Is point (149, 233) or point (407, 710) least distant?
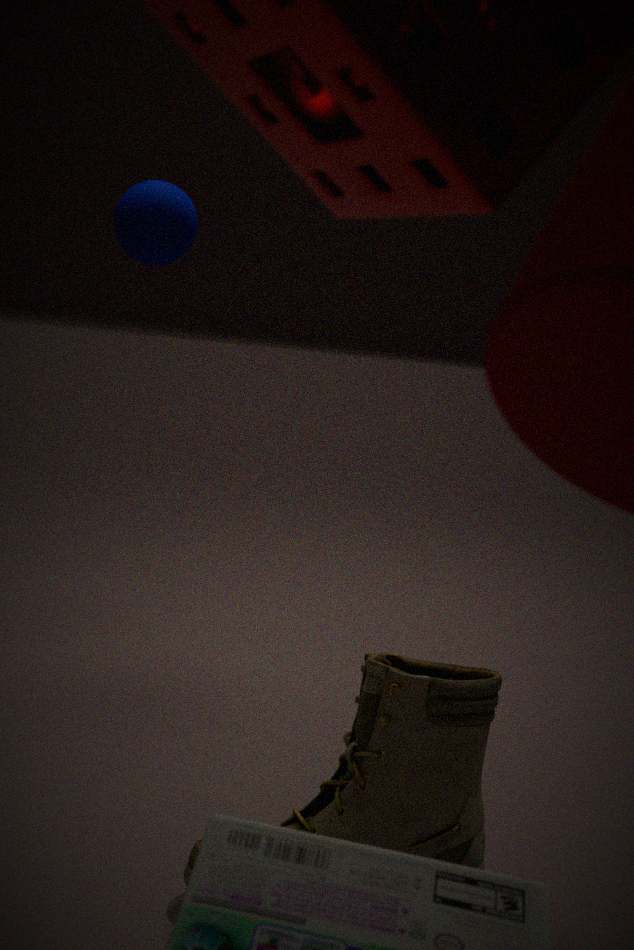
point (407, 710)
